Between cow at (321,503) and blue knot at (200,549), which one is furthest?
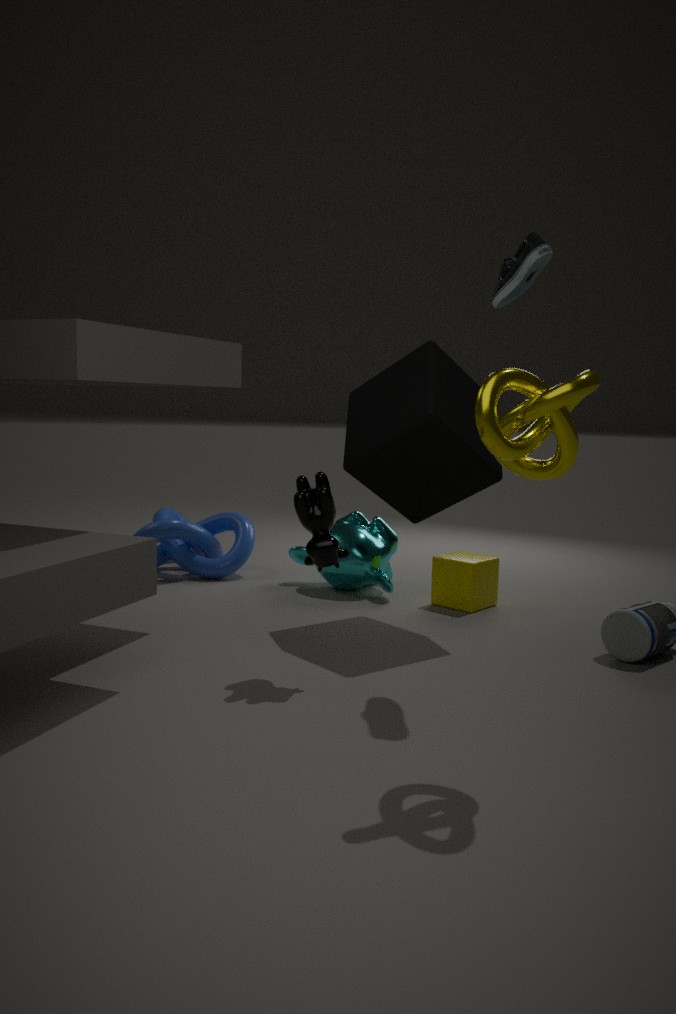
blue knot at (200,549)
